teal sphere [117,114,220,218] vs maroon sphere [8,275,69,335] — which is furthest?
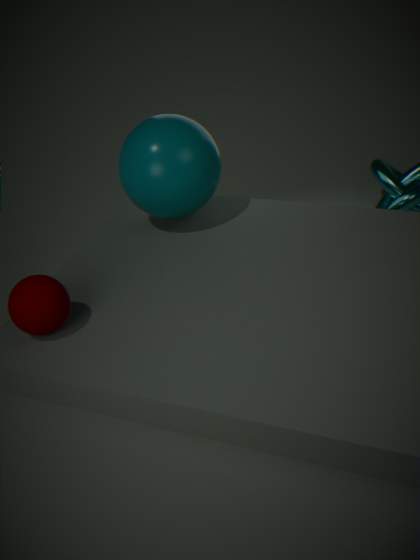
teal sphere [117,114,220,218]
